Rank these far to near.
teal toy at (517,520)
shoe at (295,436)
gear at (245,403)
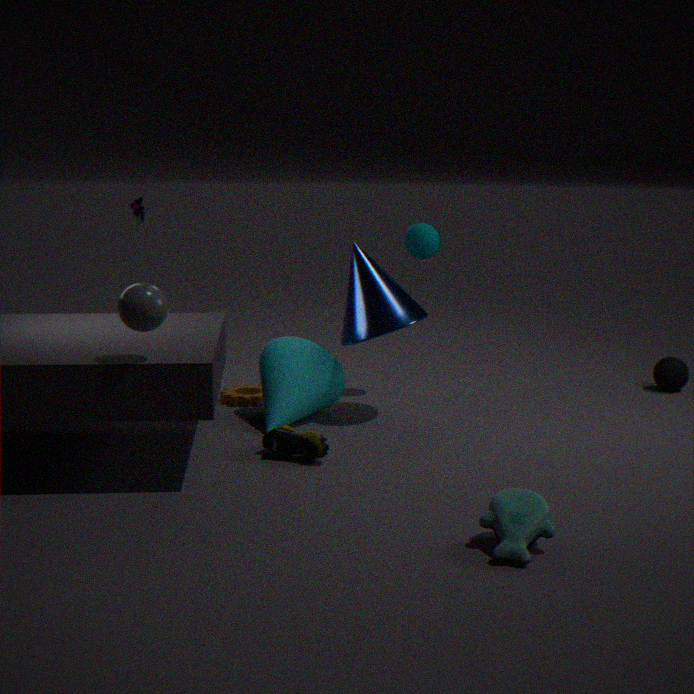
gear at (245,403), shoe at (295,436), teal toy at (517,520)
